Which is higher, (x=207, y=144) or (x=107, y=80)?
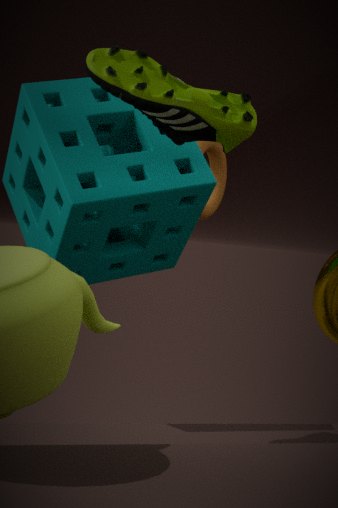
(x=107, y=80)
